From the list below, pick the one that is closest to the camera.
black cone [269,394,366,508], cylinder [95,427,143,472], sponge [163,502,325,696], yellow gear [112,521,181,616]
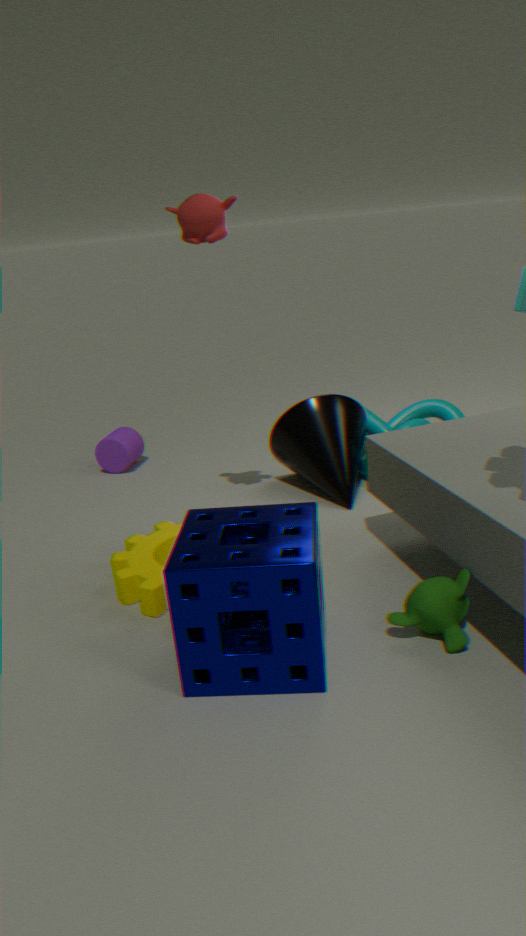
sponge [163,502,325,696]
